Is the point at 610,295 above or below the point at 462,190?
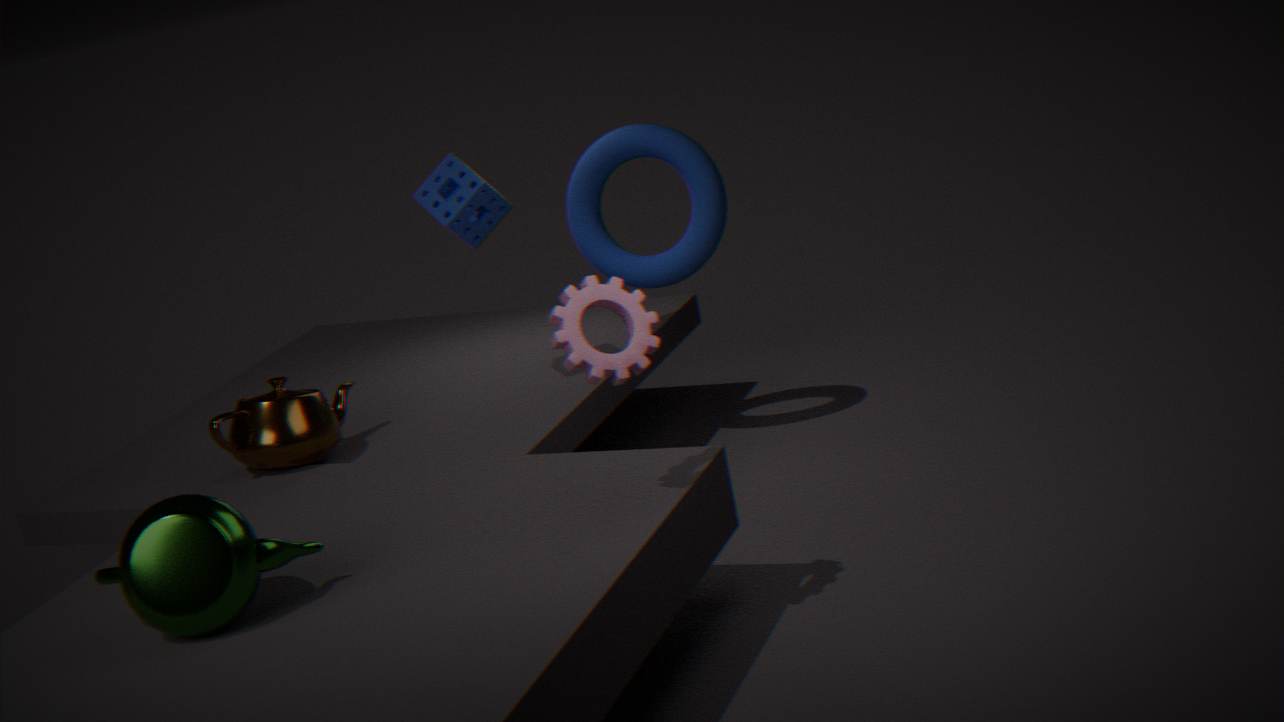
below
